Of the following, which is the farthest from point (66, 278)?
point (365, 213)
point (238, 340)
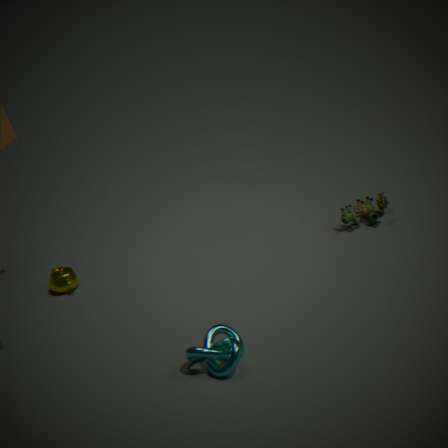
point (365, 213)
